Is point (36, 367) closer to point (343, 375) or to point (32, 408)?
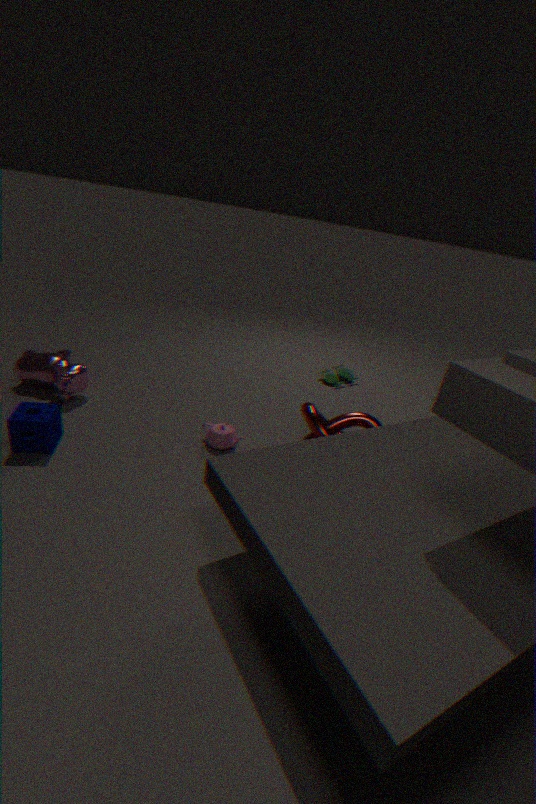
point (32, 408)
